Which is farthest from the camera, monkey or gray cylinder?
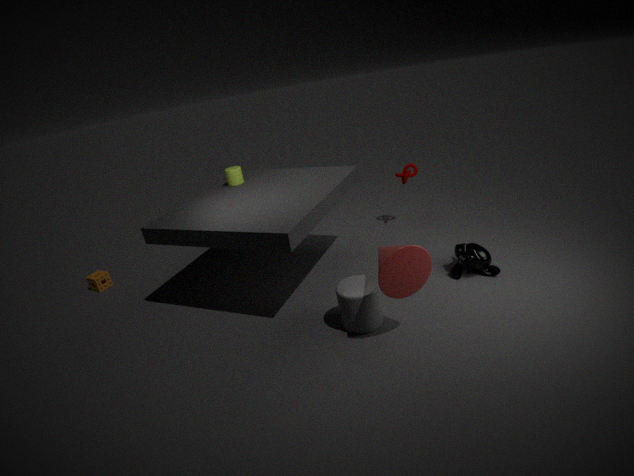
monkey
